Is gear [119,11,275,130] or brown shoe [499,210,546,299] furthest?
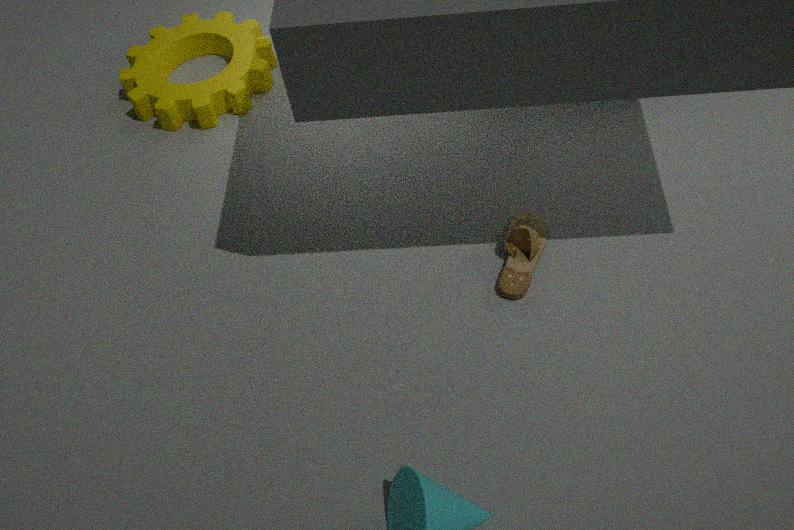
gear [119,11,275,130]
